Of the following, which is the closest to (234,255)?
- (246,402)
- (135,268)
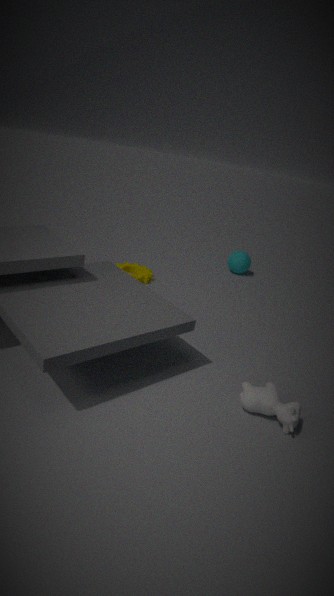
(135,268)
